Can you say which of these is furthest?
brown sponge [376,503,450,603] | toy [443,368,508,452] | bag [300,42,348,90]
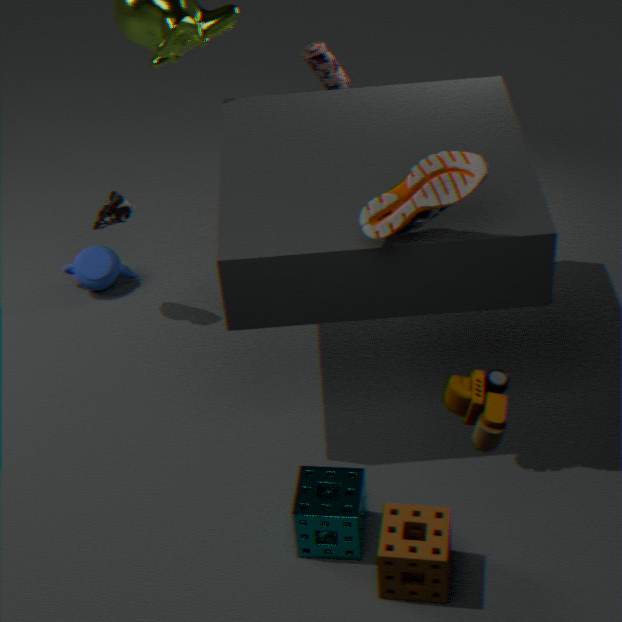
bag [300,42,348,90]
